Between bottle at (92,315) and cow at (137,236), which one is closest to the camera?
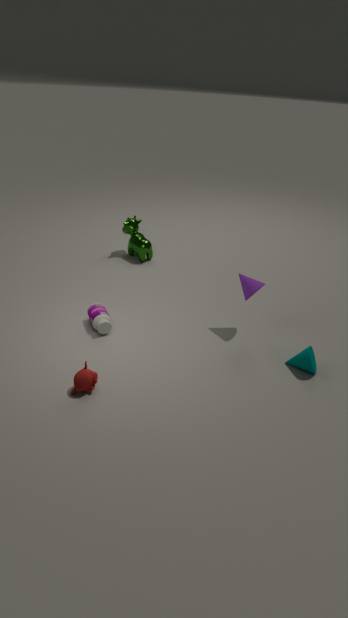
bottle at (92,315)
